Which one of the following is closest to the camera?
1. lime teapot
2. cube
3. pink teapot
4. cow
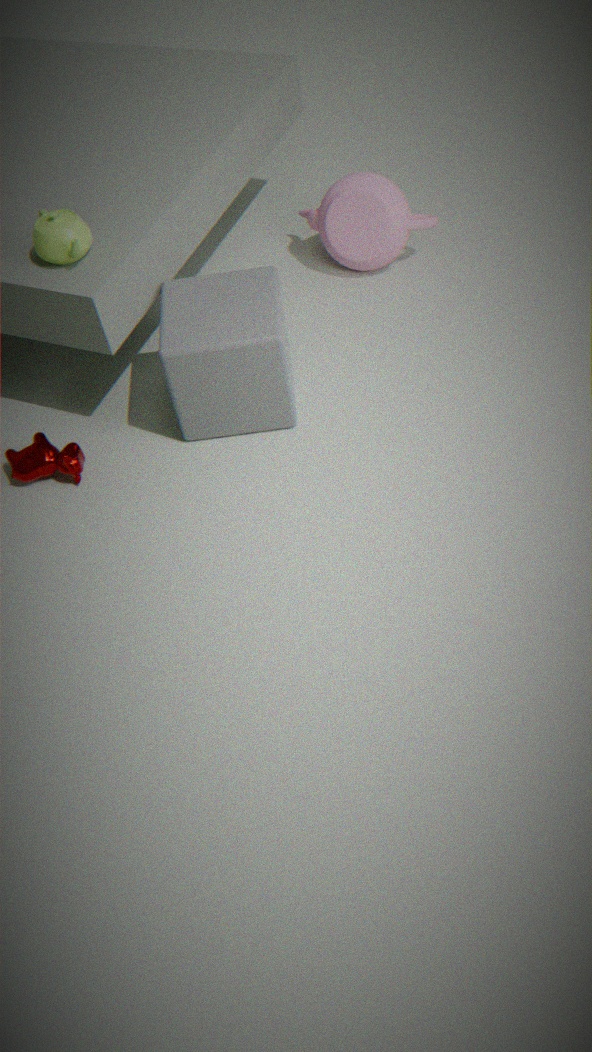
lime teapot
